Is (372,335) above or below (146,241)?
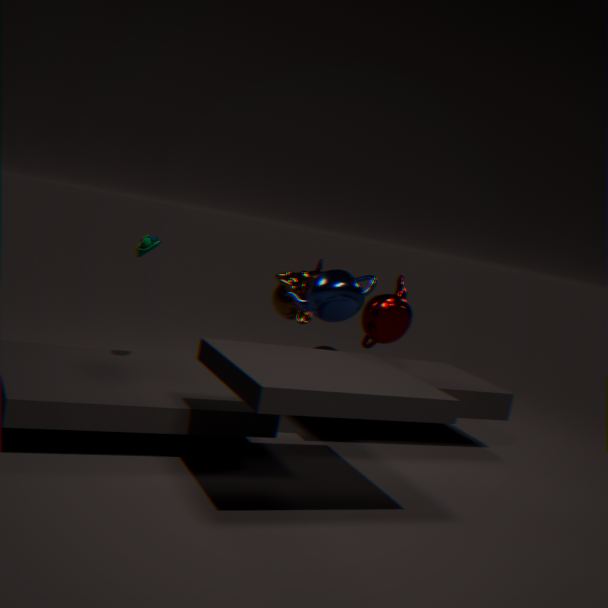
below
